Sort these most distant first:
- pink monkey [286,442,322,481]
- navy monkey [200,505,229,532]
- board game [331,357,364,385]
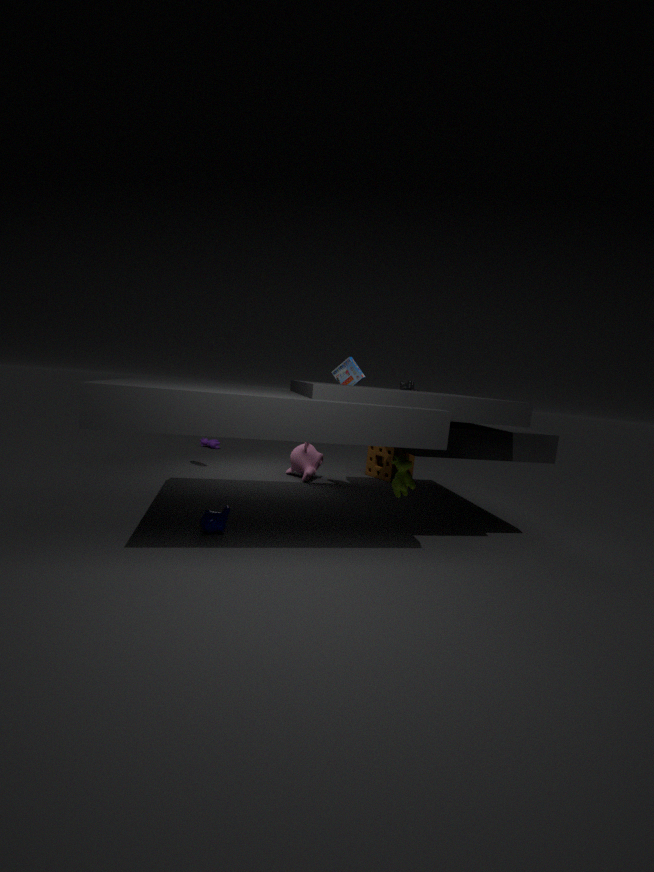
pink monkey [286,442,322,481]
board game [331,357,364,385]
navy monkey [200,505,229,532]
